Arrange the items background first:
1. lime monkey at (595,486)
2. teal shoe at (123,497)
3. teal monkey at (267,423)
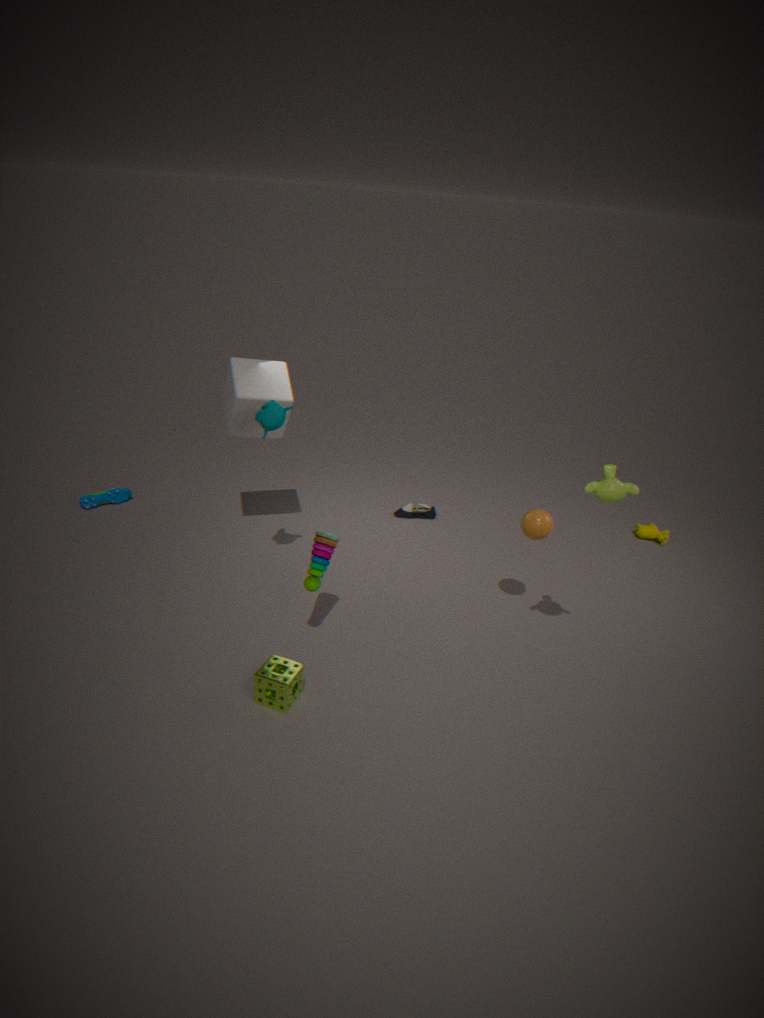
teal shoe at (123,497) < teal monkey at (267,423) < lime monkey at (595,486)
